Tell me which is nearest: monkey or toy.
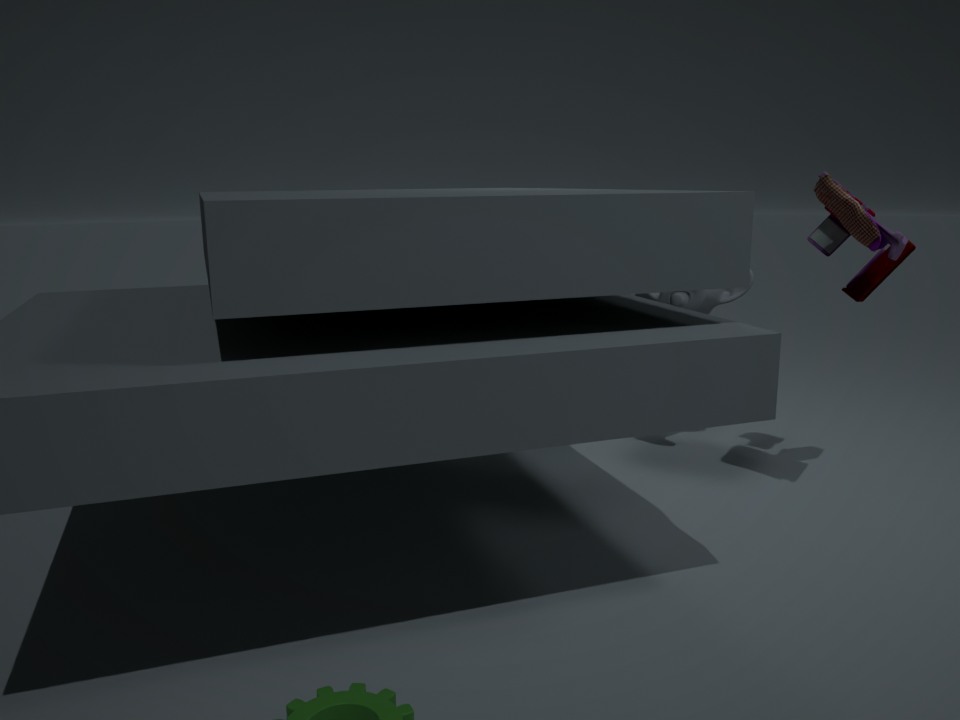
toy
